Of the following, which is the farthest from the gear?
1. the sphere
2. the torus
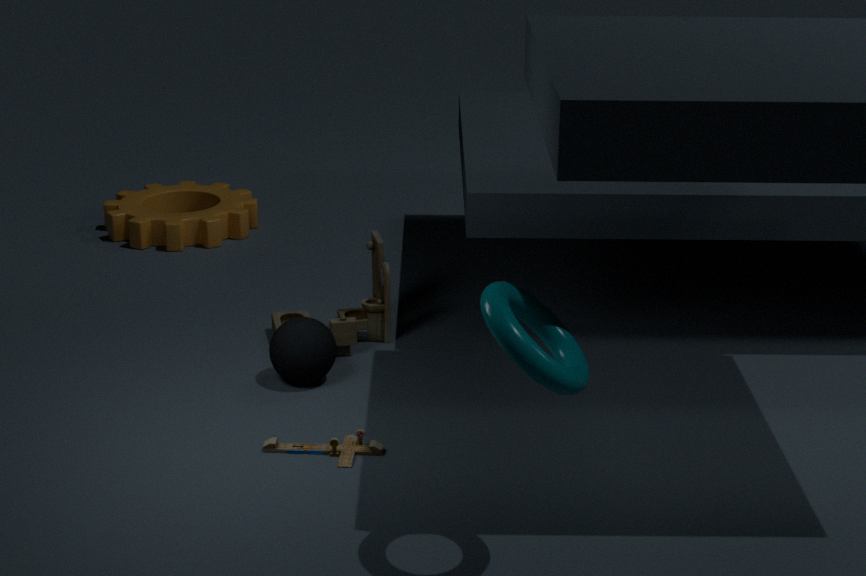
the torus
